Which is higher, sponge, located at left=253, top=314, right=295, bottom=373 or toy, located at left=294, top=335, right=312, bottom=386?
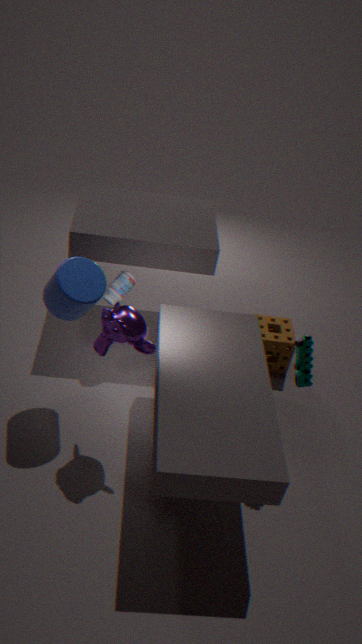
toy, located at left=294, top=335, right=312, bottom=386
